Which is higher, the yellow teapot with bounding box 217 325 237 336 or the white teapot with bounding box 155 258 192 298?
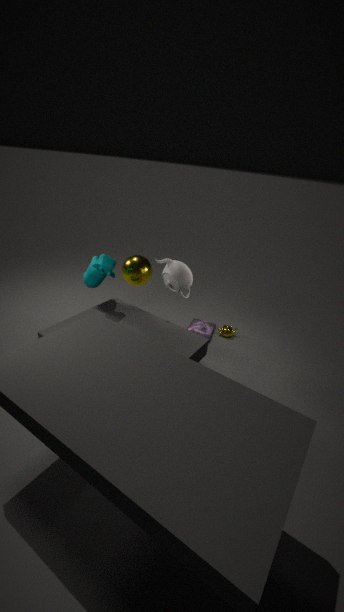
the white teapot with bounding box 155 258 192 298
